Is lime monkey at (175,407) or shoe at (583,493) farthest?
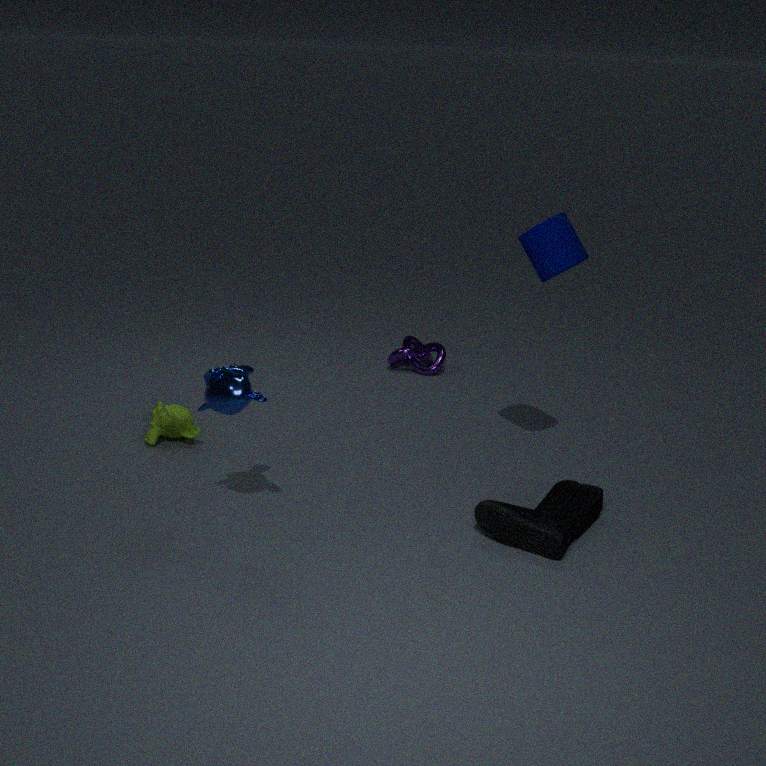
lime monkey at (175,407)
